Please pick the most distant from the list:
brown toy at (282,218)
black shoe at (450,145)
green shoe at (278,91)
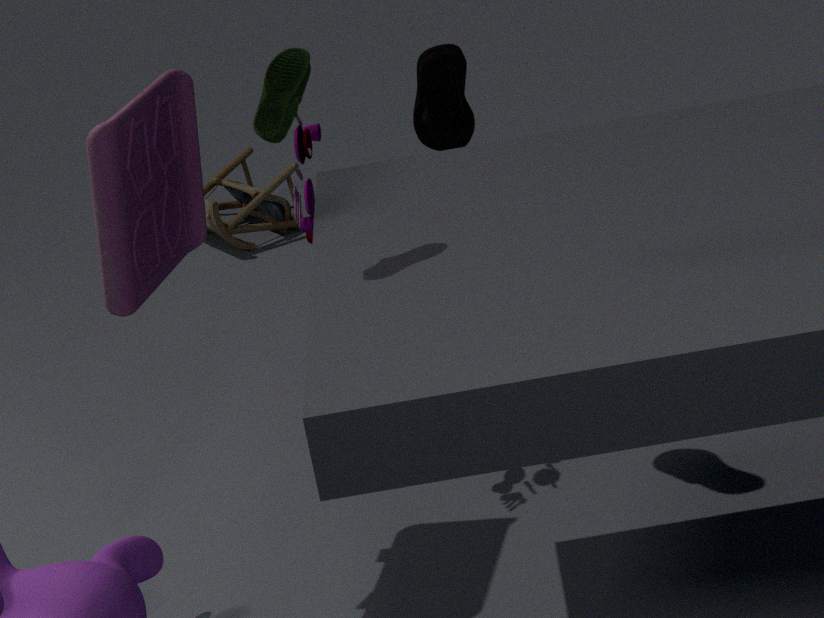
brown toy at (282,218)
